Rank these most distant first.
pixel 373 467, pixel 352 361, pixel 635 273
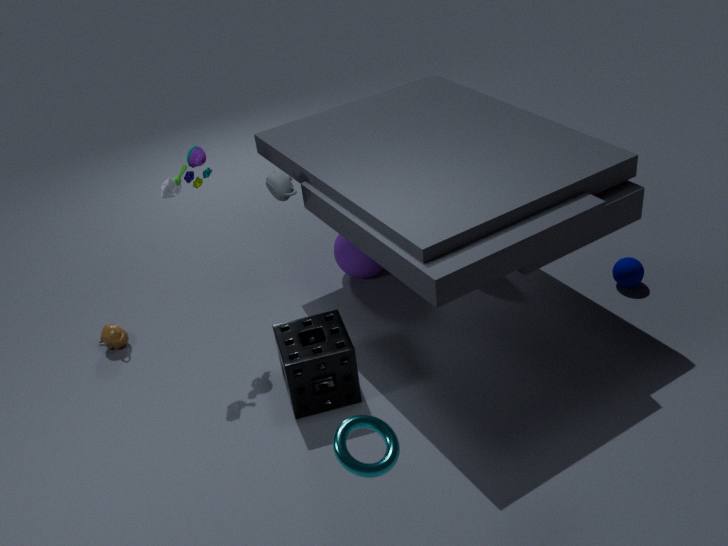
pixel 635 273, pixel 352 361, pixel 373 467
